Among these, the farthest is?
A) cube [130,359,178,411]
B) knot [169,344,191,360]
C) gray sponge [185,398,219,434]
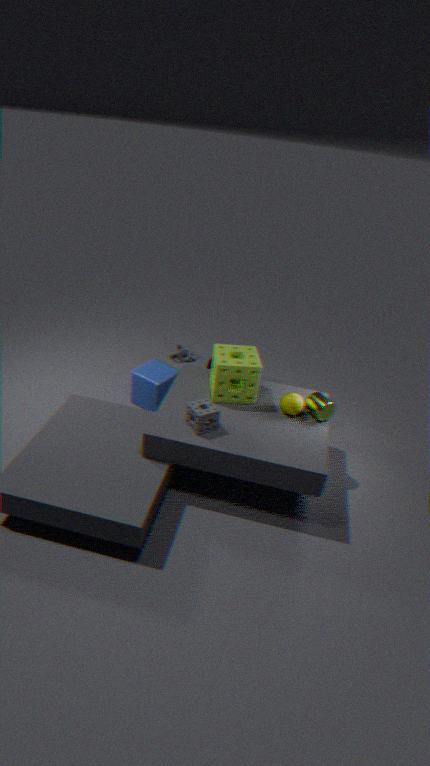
knot [169,344,191,360]
